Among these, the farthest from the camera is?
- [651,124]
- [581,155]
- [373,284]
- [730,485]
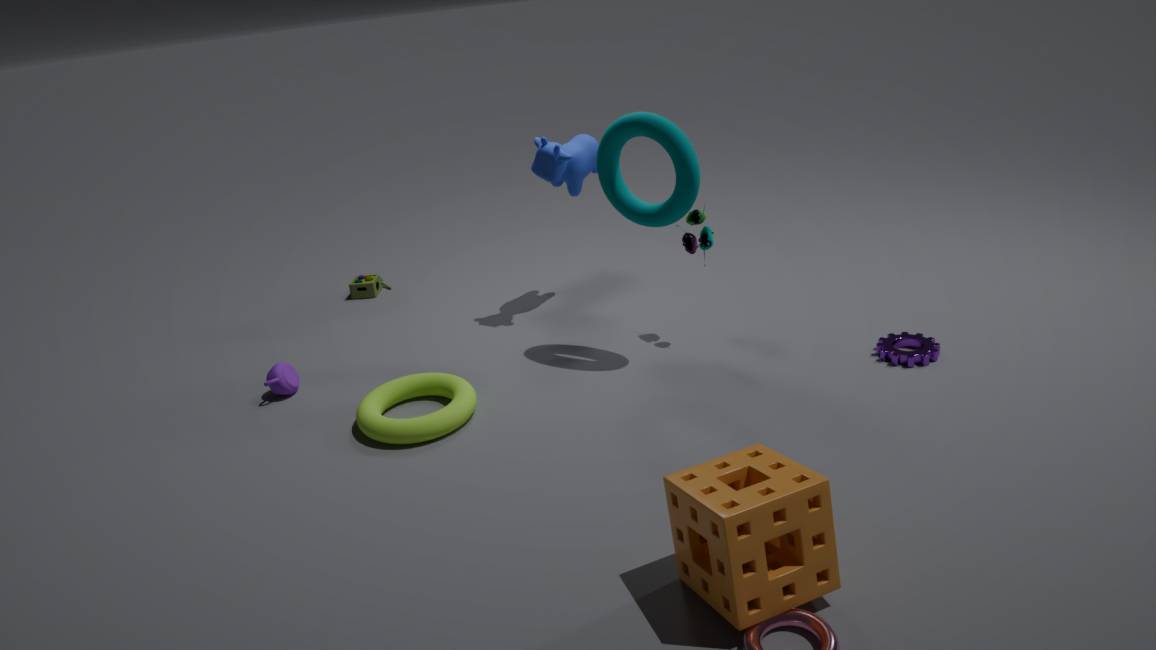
[373,284]
